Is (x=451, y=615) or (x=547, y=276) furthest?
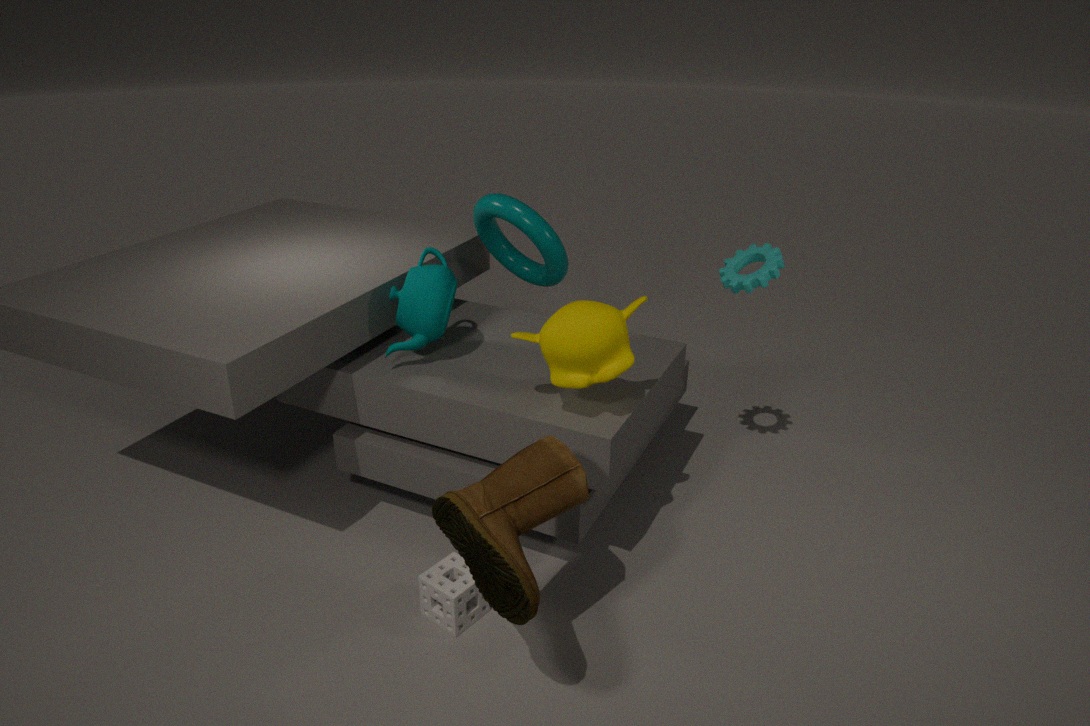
(x=547, y=276)
